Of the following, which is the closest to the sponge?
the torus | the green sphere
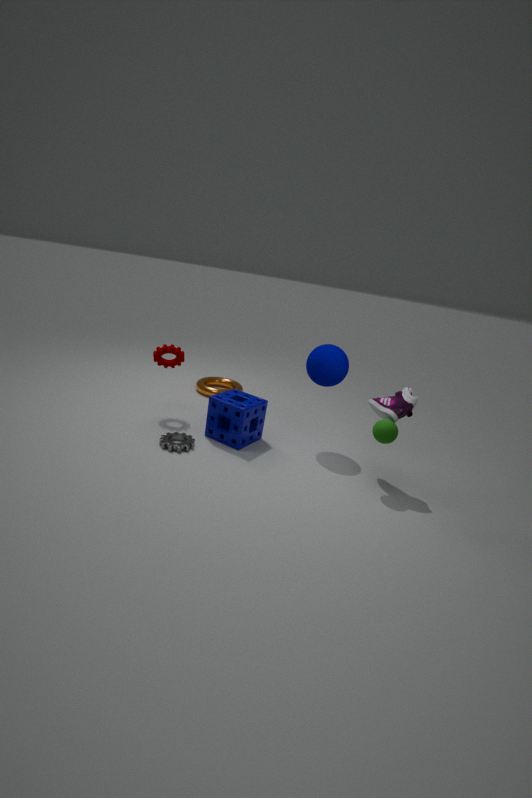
the torus
